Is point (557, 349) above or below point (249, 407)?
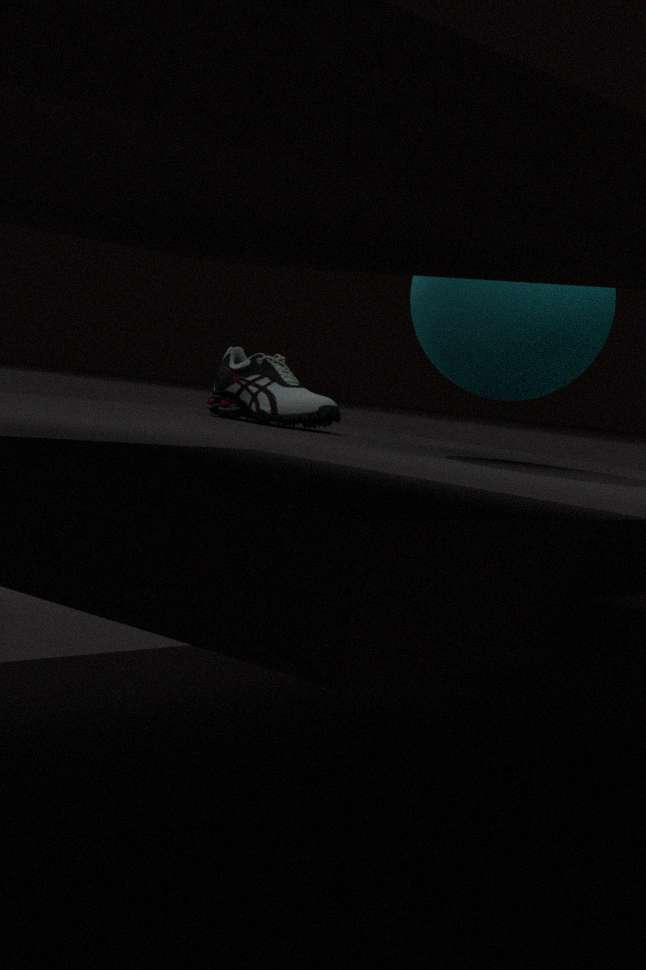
above
